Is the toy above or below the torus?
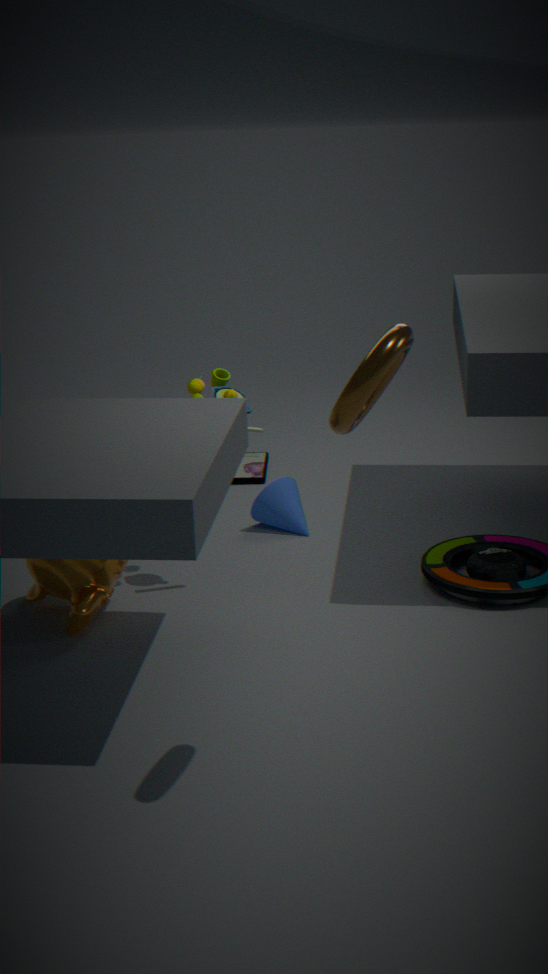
below
